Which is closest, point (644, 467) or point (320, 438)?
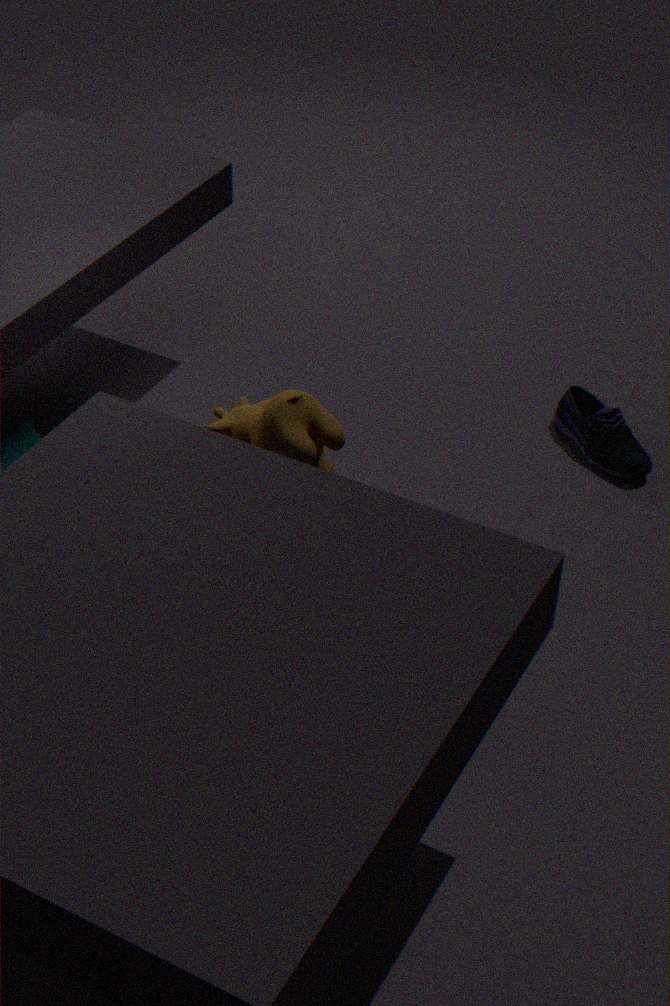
point (320, 438)
